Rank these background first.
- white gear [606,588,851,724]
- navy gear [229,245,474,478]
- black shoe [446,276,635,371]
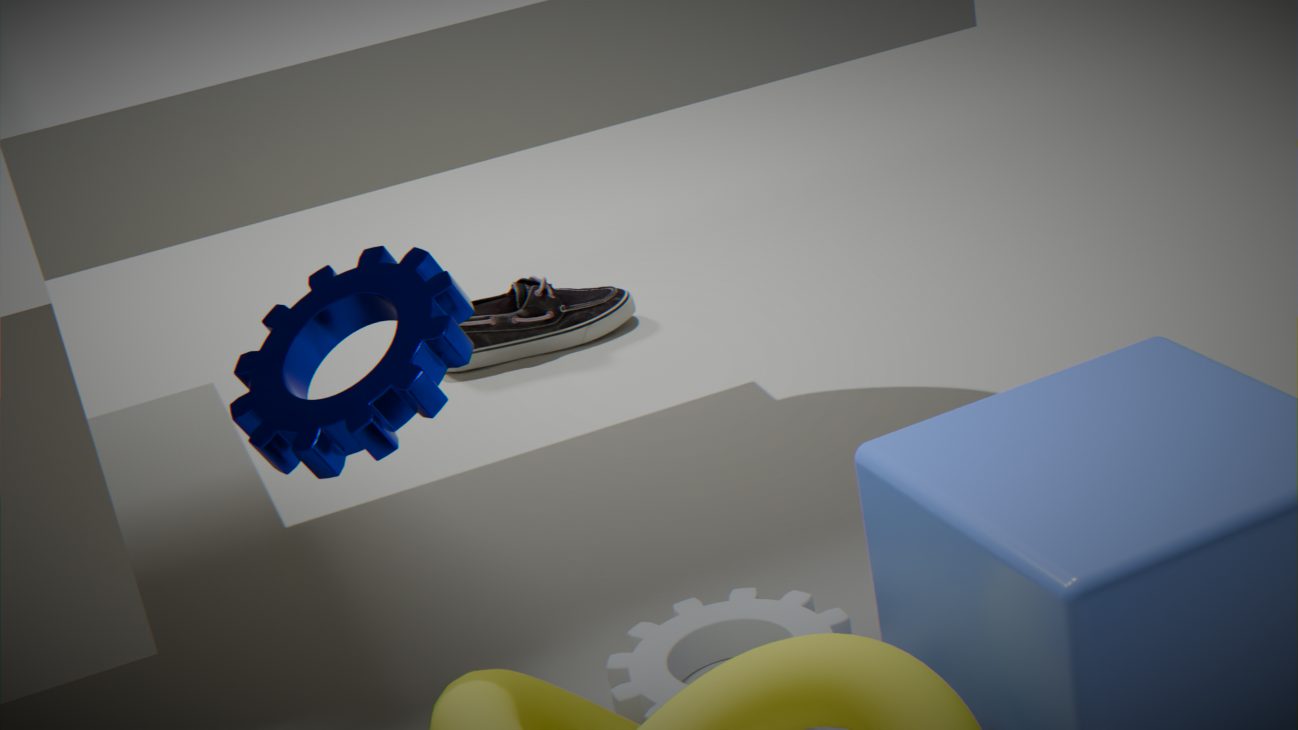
1. black shoe [446,276,635,371]
2. white gear [606,588,851,724]
3. navy gear [229,245,474,478]
